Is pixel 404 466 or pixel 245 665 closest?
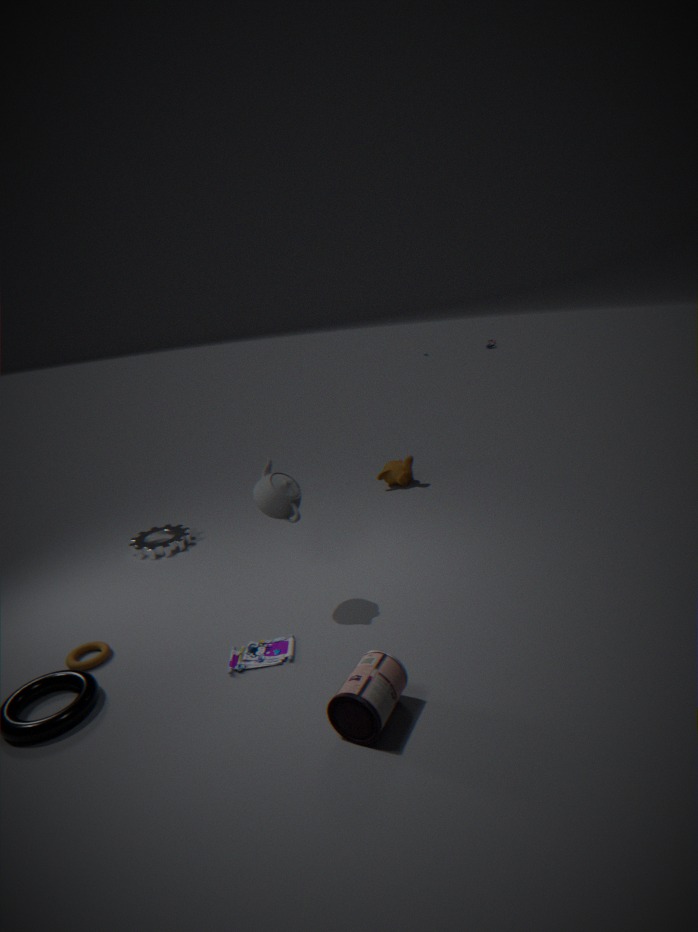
pixel 245 665
